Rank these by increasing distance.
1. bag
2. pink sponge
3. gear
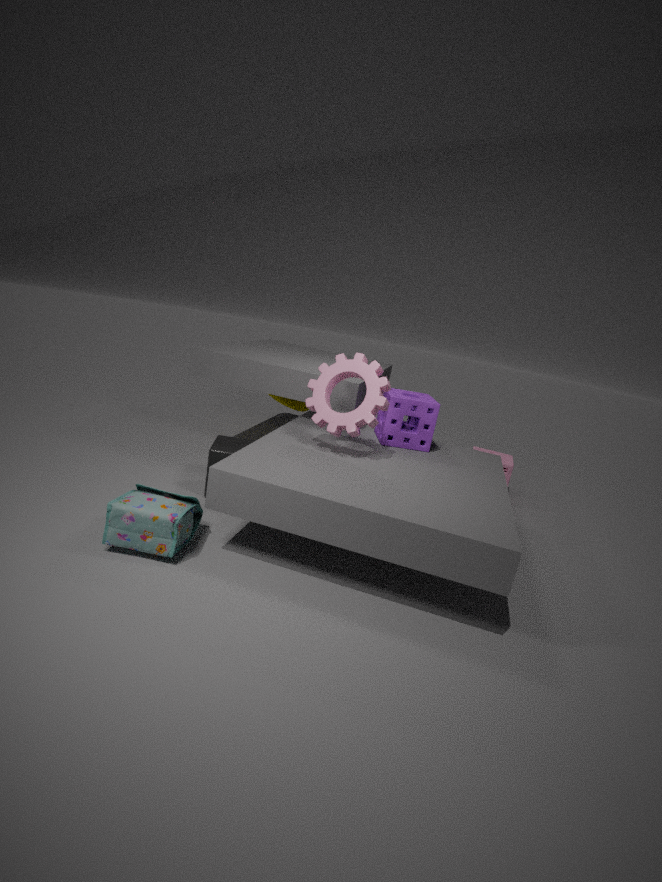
bag < gear < pink sponge
